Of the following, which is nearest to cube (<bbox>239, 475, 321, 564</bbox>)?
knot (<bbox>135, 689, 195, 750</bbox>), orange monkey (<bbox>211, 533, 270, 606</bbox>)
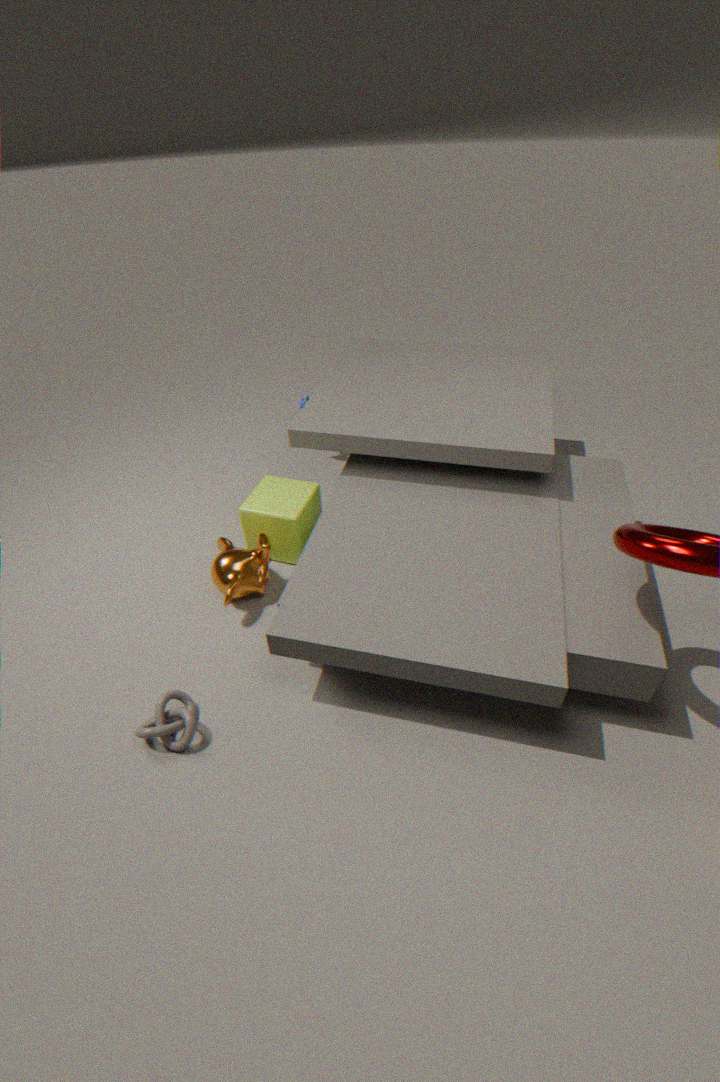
orange monkey (<bbox>211, 533, 270, 606</bbox>)
